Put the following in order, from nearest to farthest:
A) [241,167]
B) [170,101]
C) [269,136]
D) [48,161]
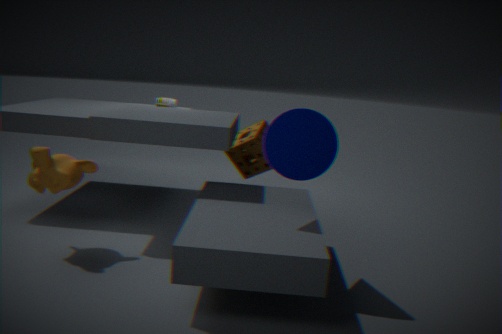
C. [269,136], D. [48,161], A. [241,167], B. [170,101]
